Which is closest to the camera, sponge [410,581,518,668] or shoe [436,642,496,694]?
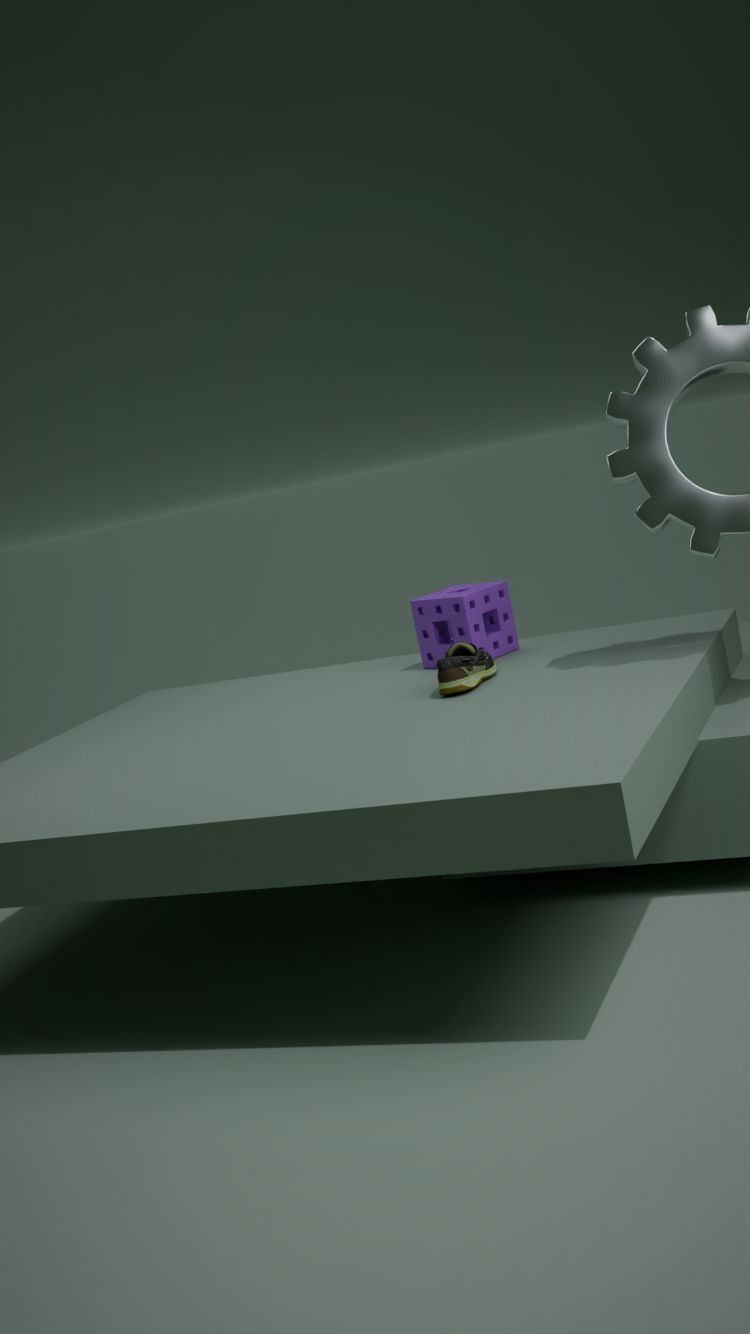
shoe [436,642,496,694]
